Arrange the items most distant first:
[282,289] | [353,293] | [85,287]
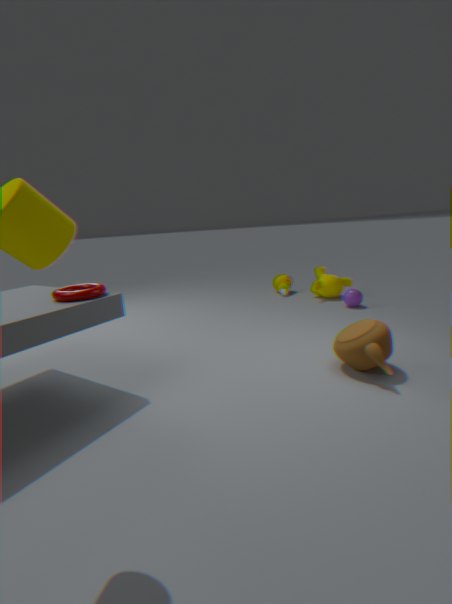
[282,289] < [353,293] < [85,287]
